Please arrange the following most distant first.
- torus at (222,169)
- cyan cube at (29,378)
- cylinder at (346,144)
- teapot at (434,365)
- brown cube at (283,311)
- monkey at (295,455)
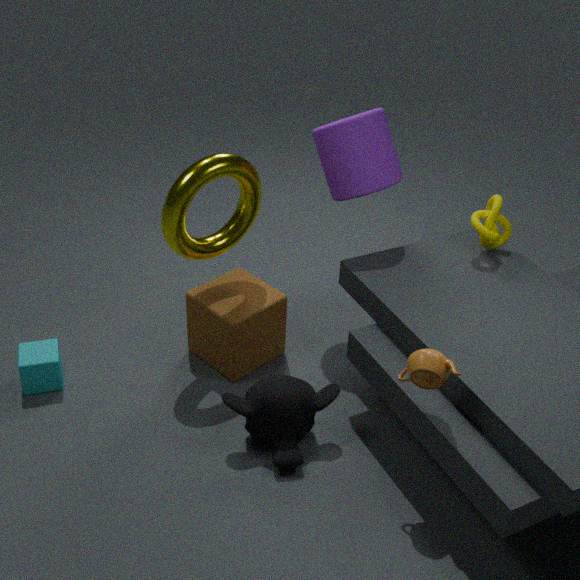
brown cube at (283,311) < cylinder at (346,144) < cyan cube at (29,378) < torus at (222,169) < monkey at (295,455) < teapot at (434,365)
